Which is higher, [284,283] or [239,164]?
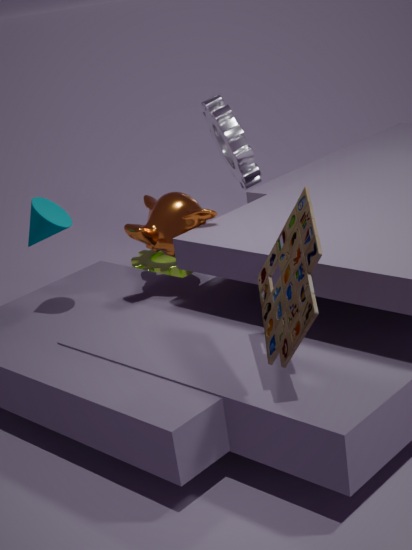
[239,164]
